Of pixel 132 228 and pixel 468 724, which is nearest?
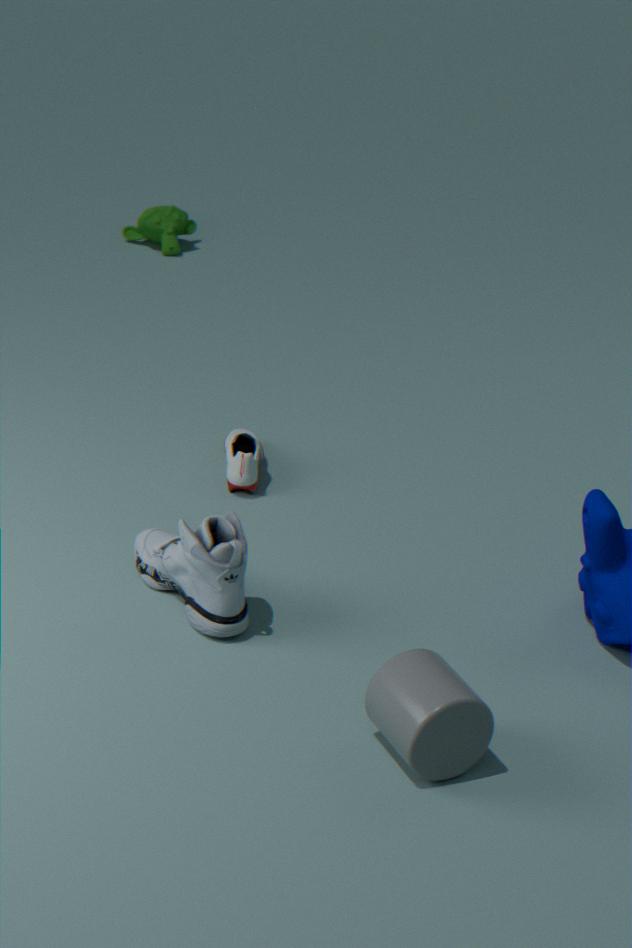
pixel 468 724
